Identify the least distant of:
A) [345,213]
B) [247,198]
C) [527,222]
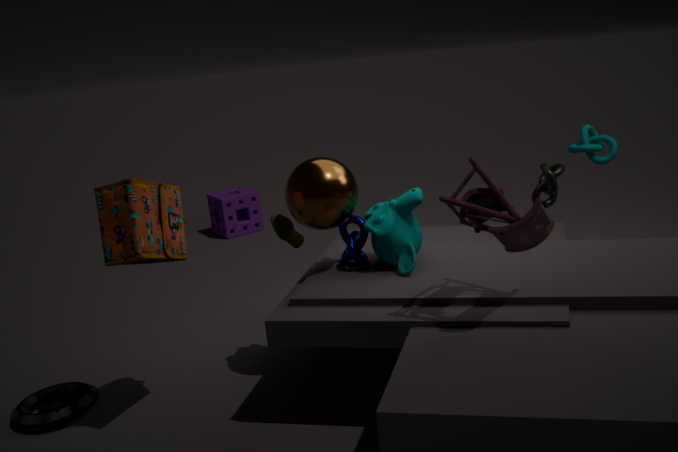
C. [527,222]
